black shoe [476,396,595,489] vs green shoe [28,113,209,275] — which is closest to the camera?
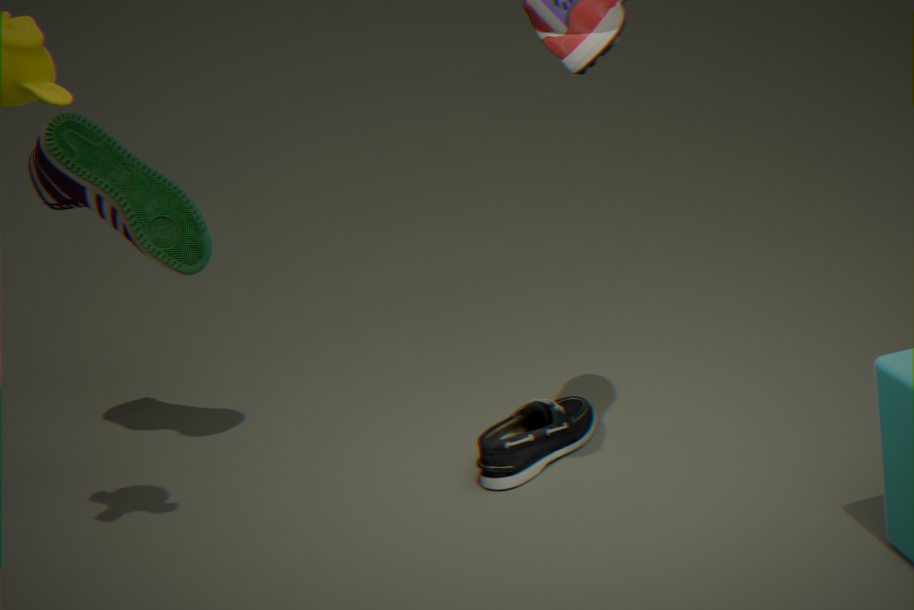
black shoe [476,396,595,489]
